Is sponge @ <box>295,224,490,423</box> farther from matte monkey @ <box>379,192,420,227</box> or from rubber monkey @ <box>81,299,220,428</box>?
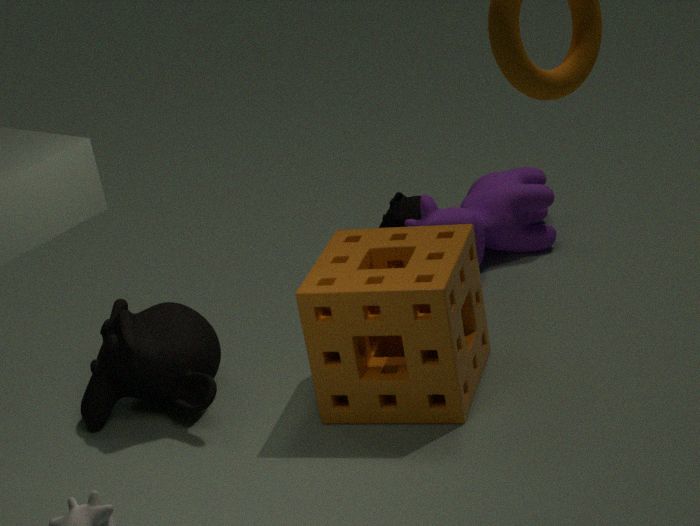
matte monkey @ <box>379,192,420,227</box>
